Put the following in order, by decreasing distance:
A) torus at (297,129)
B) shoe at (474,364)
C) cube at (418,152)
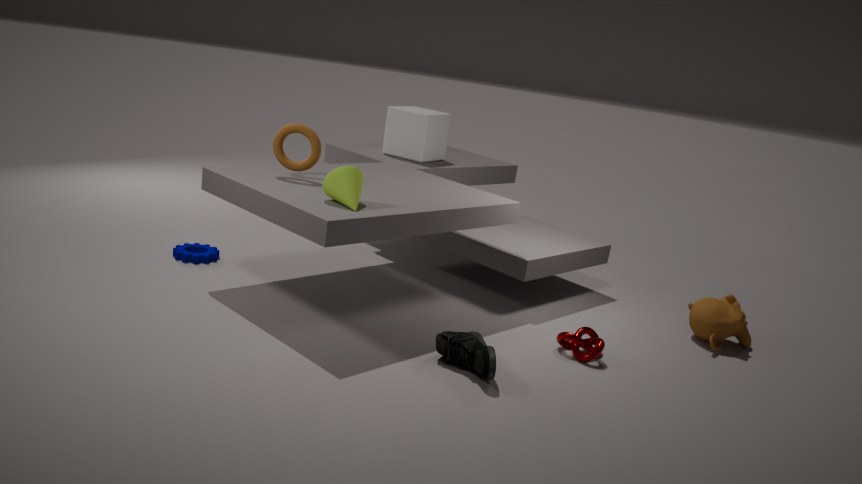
cube at (418,152) → torus at (297,129) → shoe at (474,364)
